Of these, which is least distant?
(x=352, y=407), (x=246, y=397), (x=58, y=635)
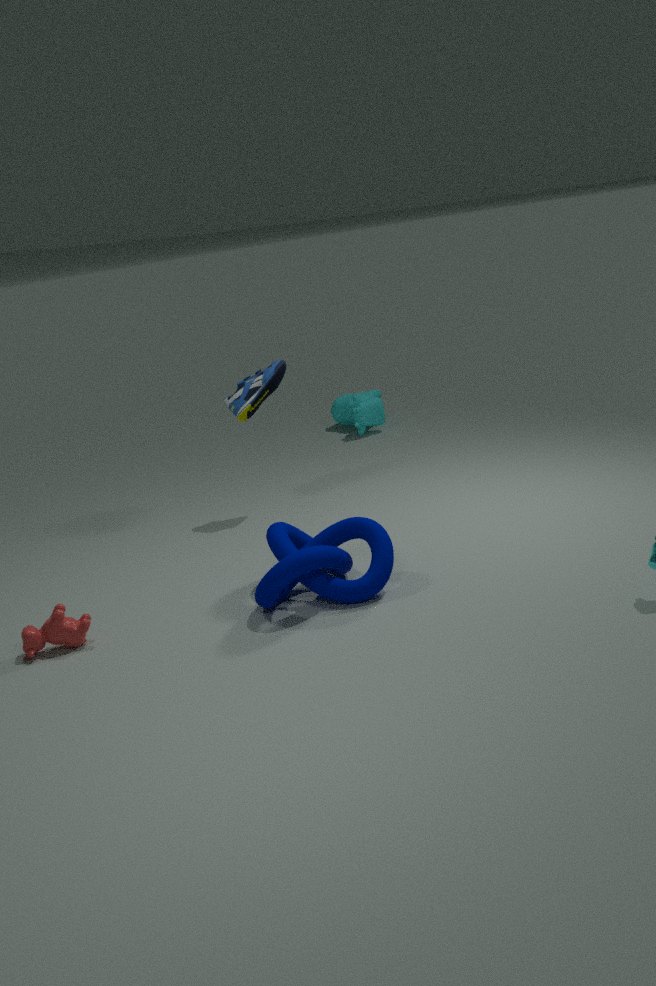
(x=58, y=635)
